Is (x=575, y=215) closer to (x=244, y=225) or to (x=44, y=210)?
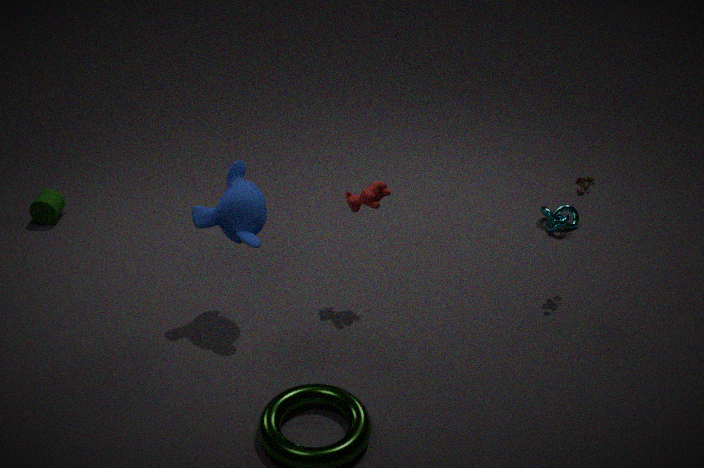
(x=244, y=225)
